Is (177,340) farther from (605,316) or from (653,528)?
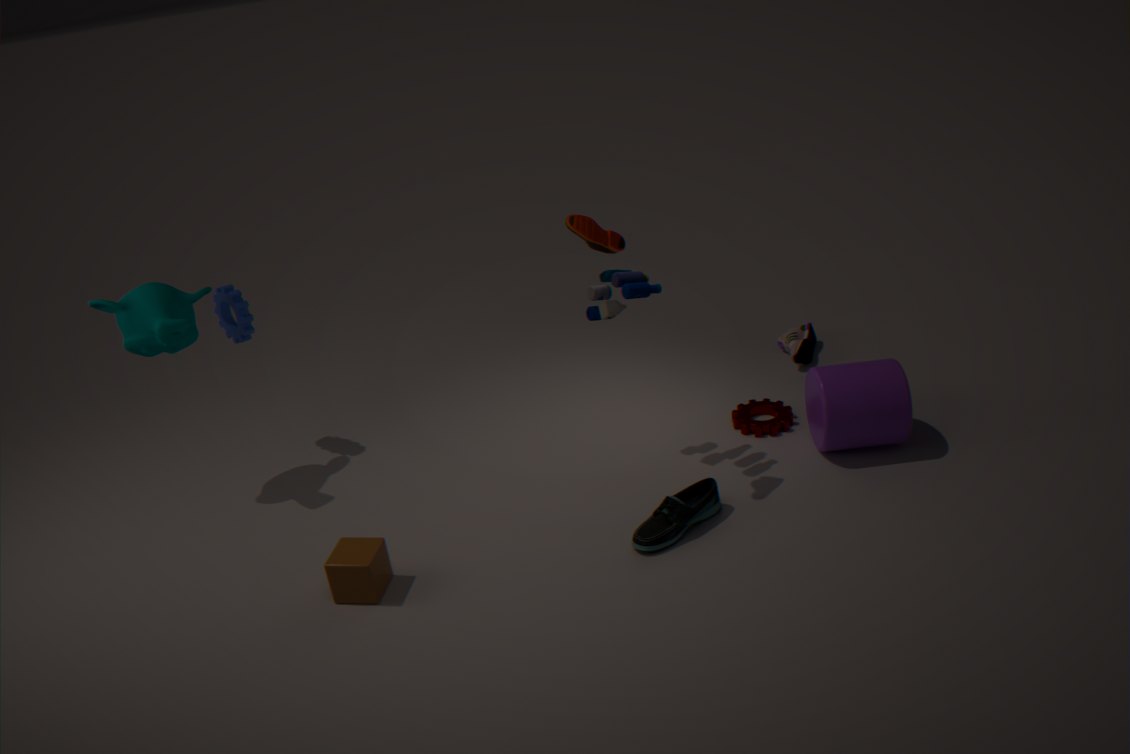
(653,528)
